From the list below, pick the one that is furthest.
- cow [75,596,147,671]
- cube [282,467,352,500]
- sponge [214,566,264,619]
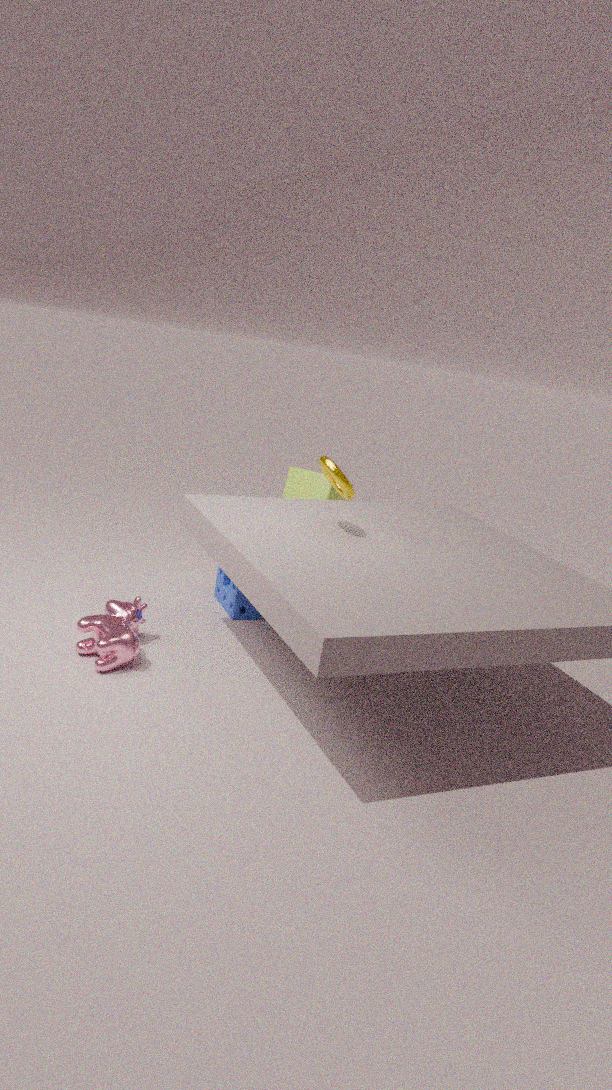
cube [282,467,352,500]
